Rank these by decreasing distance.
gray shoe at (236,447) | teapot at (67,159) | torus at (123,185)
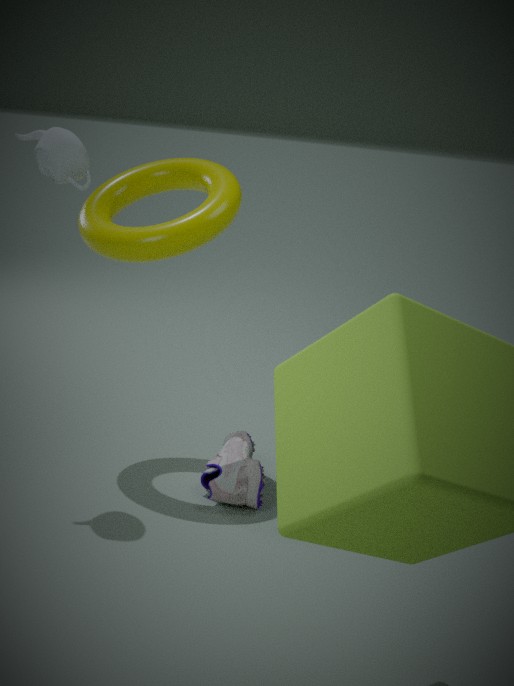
torus at (123,185) < gray shoe at (236,447) < teapot at (67,159)
